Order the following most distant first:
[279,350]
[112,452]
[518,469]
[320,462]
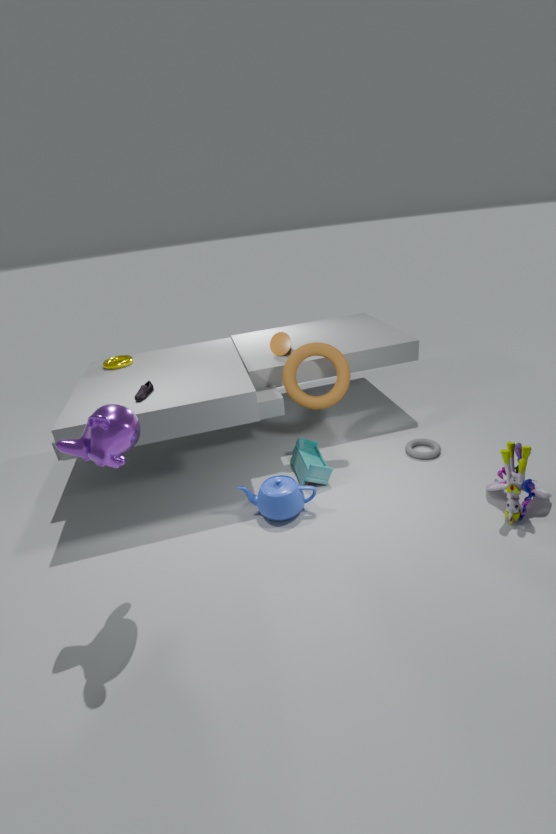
[279,350] < [320,462] < [518,469] < [112,452]
